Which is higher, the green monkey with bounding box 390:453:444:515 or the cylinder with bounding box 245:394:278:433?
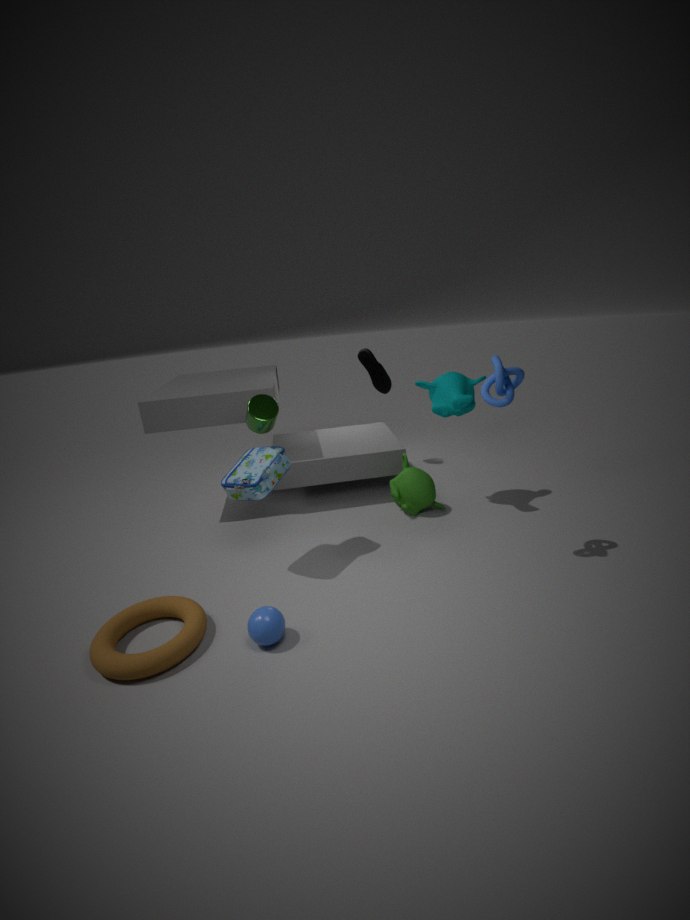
the cylinder with bounding box 245:394:278:433
